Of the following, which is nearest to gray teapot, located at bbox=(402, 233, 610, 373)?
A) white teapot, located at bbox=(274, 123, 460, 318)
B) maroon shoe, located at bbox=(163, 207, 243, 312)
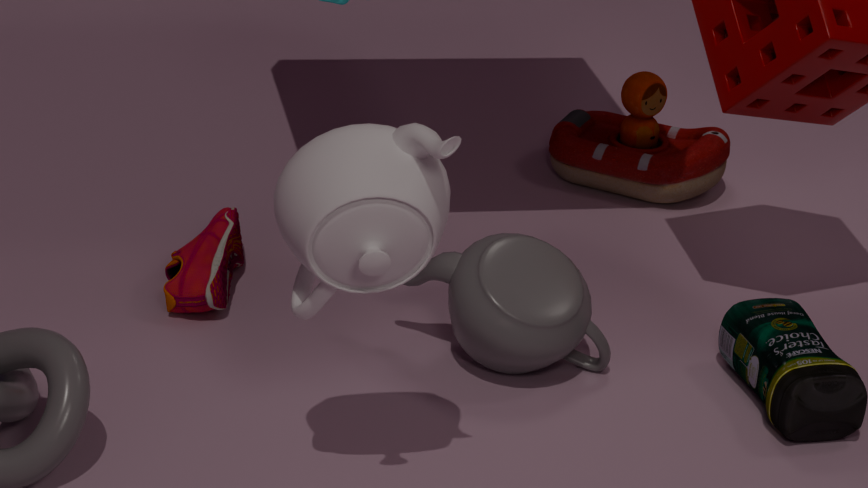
maroon shoe, located at bbox=(163, 207, 243, 312)
